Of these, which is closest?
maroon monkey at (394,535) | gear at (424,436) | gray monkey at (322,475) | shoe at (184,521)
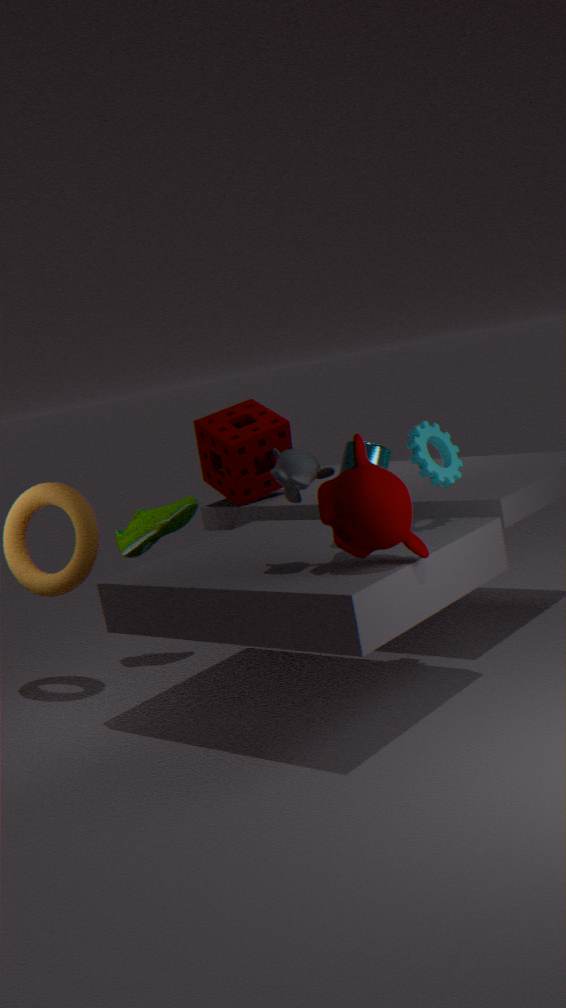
maroon monkey at (394,535)
